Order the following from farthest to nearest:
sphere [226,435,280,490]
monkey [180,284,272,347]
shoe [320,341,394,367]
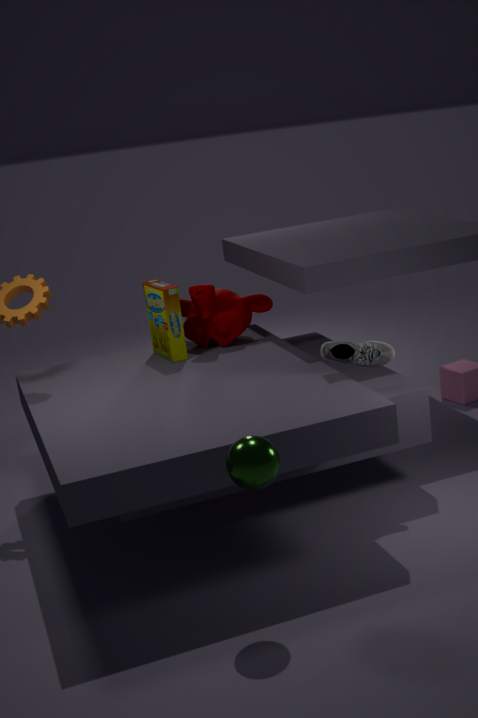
monkey [180,284,272,347], shoe [320,341,394,367], sphere [226,435,280,490]
